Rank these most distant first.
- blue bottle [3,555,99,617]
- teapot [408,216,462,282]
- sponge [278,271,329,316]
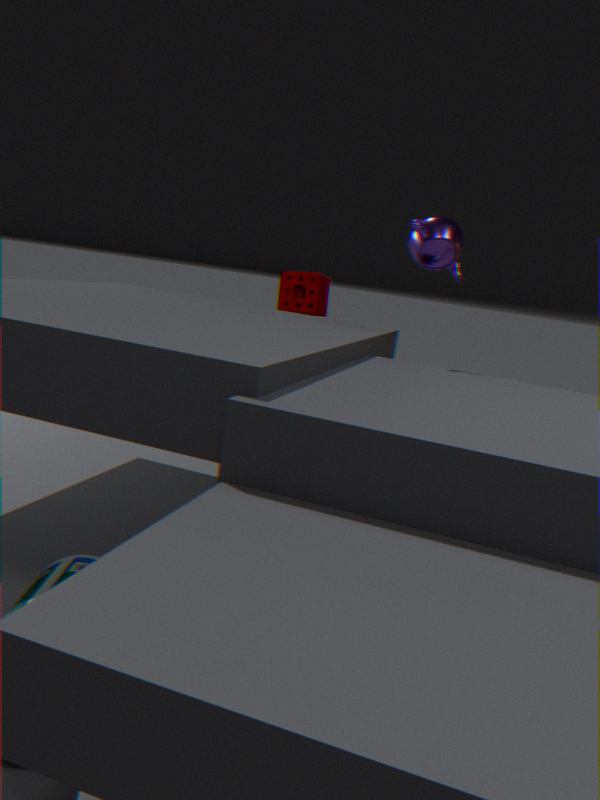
sponge [278,271,329,316], teapot [408,216,462,282], blue bottle [3,555,99,617]
